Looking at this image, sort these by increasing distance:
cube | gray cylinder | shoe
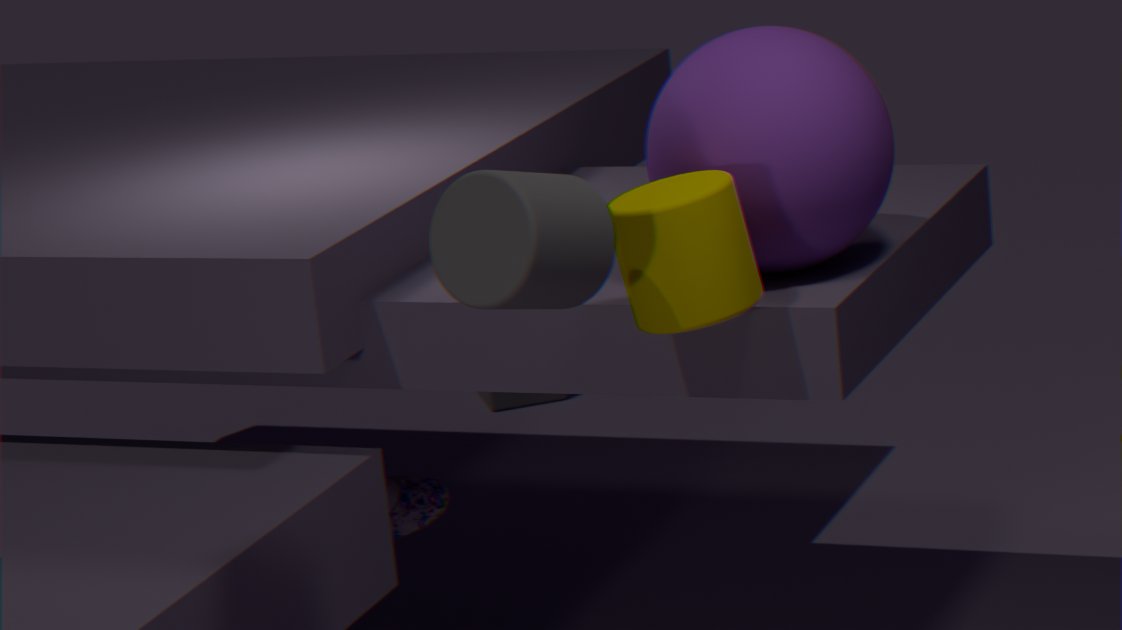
gray cylinder < shoe < cube
